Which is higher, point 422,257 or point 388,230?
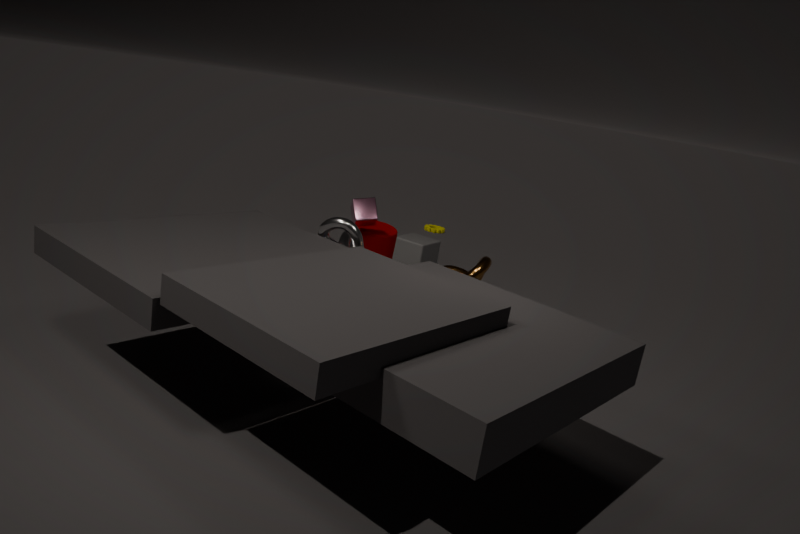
point 388,230
